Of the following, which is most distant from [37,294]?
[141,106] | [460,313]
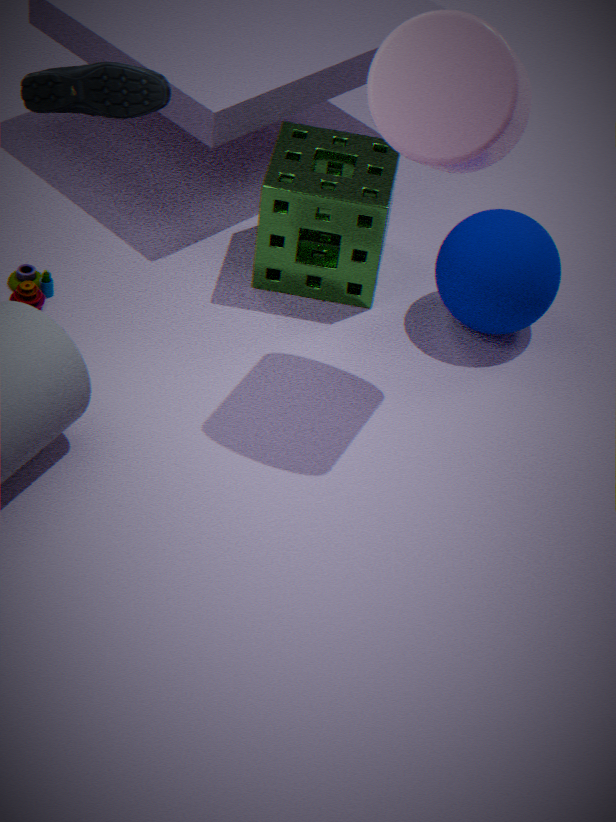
[460,313]
